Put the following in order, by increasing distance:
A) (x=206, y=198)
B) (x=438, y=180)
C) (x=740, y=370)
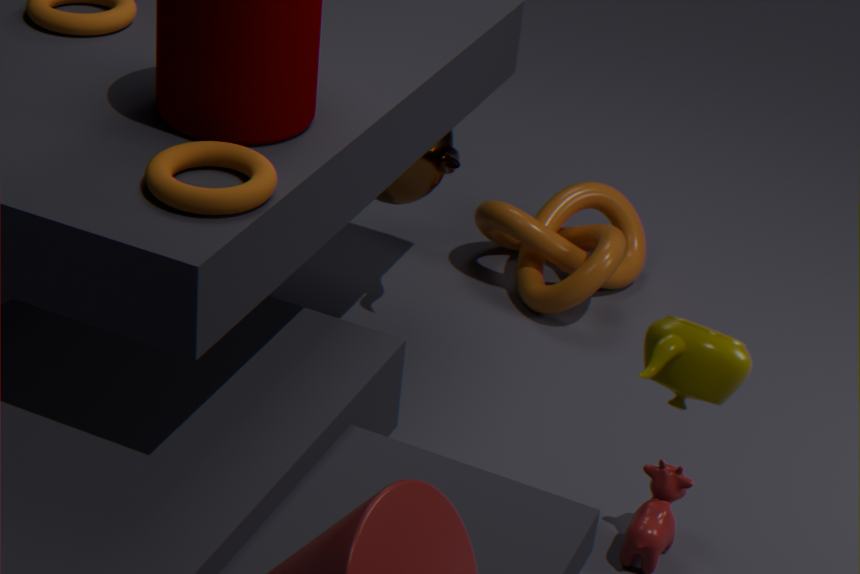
(x=740, y=370)
(x=206, y=198)
(x=438, y=180)
